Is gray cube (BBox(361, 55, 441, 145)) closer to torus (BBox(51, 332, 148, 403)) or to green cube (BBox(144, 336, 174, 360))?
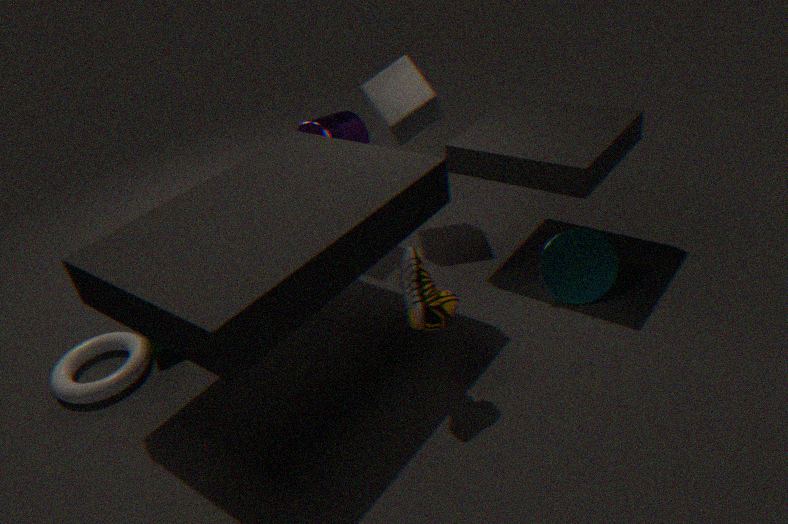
green cube (BBox(144, 336, 174, 360))
